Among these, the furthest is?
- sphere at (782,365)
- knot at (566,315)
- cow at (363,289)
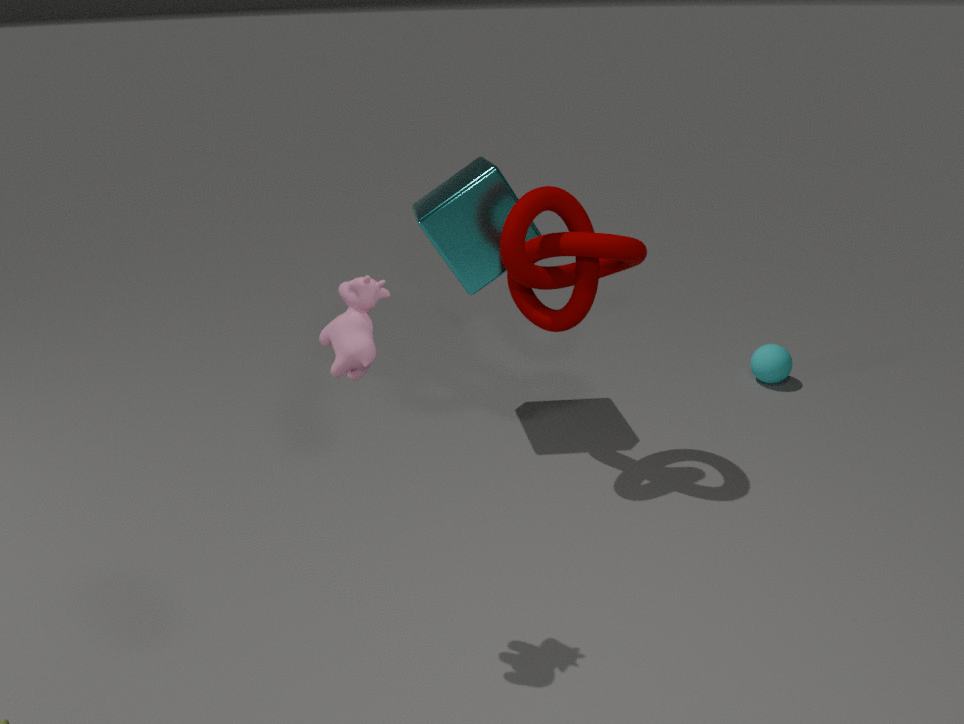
sphere at (782,365)
